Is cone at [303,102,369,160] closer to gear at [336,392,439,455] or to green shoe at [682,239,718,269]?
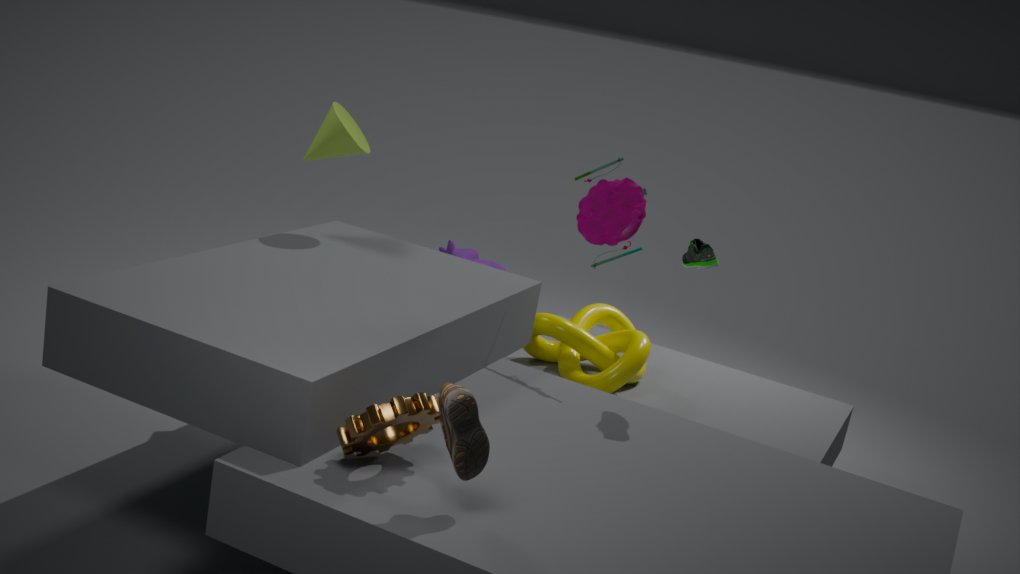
green shoe at [682,239,718,269]
